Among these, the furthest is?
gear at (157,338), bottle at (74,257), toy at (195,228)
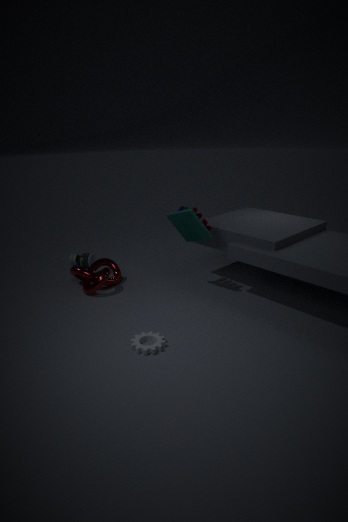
bottle at (74,257)
